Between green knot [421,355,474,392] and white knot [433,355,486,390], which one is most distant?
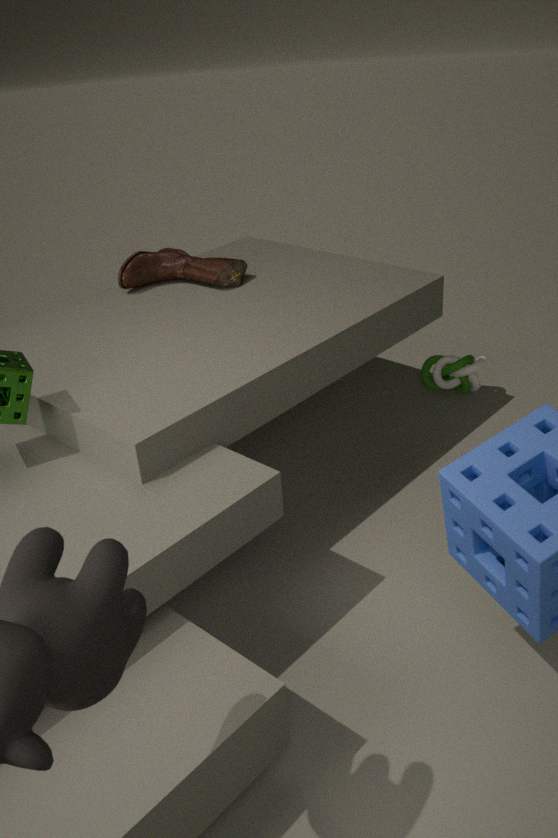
green knot [421,355,474,392]
